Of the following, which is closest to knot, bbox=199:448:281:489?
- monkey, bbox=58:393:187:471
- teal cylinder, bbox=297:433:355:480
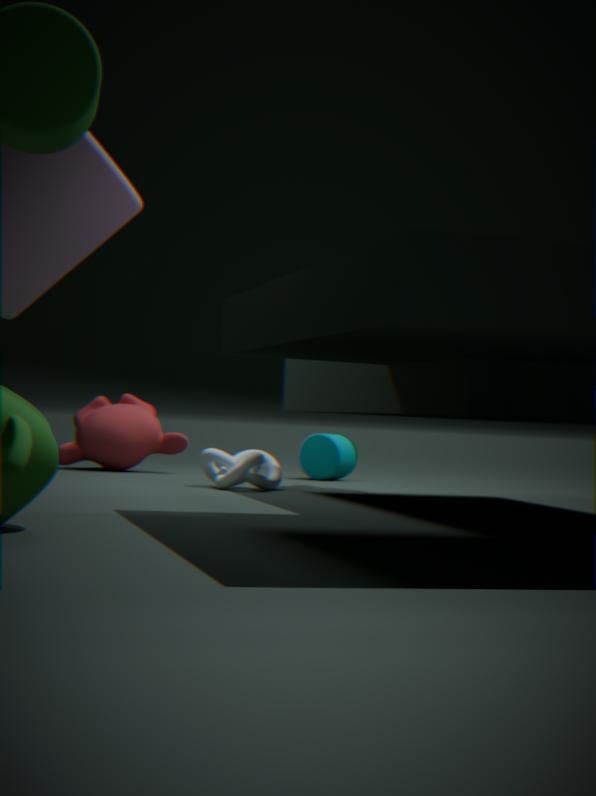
monkey, bbox=58:393:187:471
